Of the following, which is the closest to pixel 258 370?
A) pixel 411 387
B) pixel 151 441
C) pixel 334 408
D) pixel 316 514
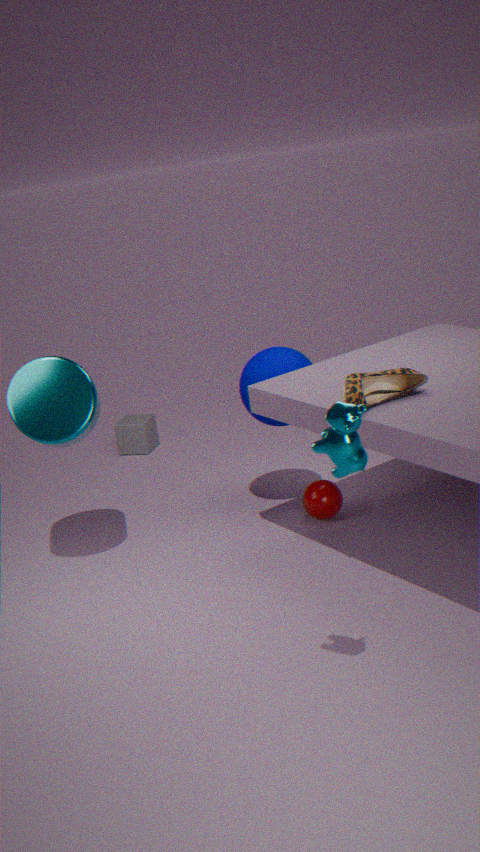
pixel 316 514
